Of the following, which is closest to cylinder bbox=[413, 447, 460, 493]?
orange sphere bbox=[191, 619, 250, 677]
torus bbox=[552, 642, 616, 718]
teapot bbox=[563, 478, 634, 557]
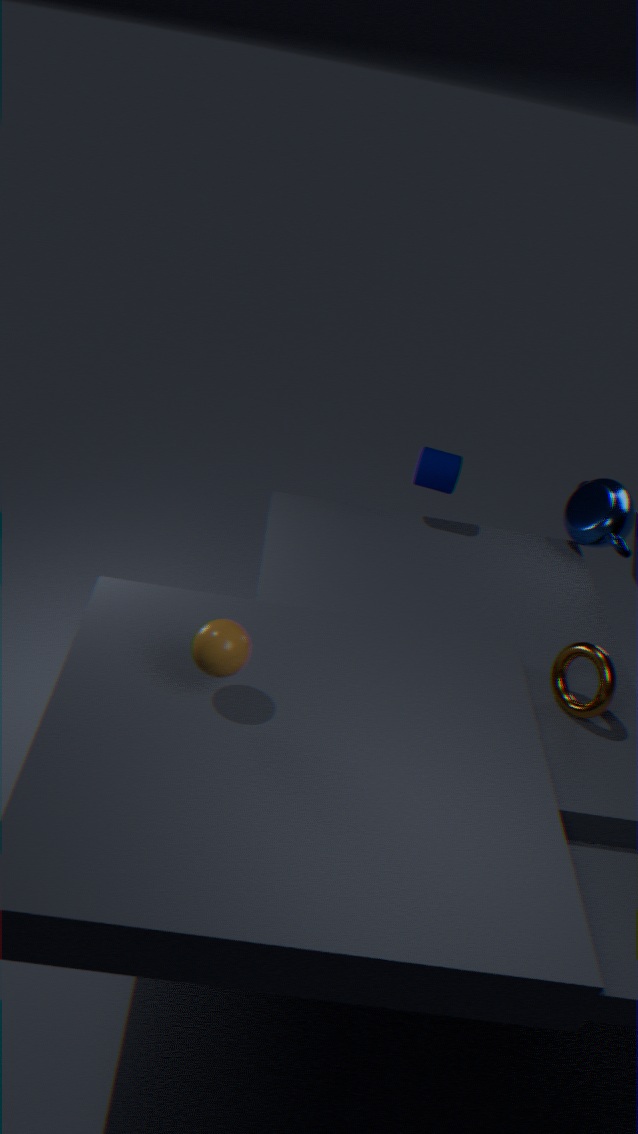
teapot bbox=[563, 478, 634, 557]
